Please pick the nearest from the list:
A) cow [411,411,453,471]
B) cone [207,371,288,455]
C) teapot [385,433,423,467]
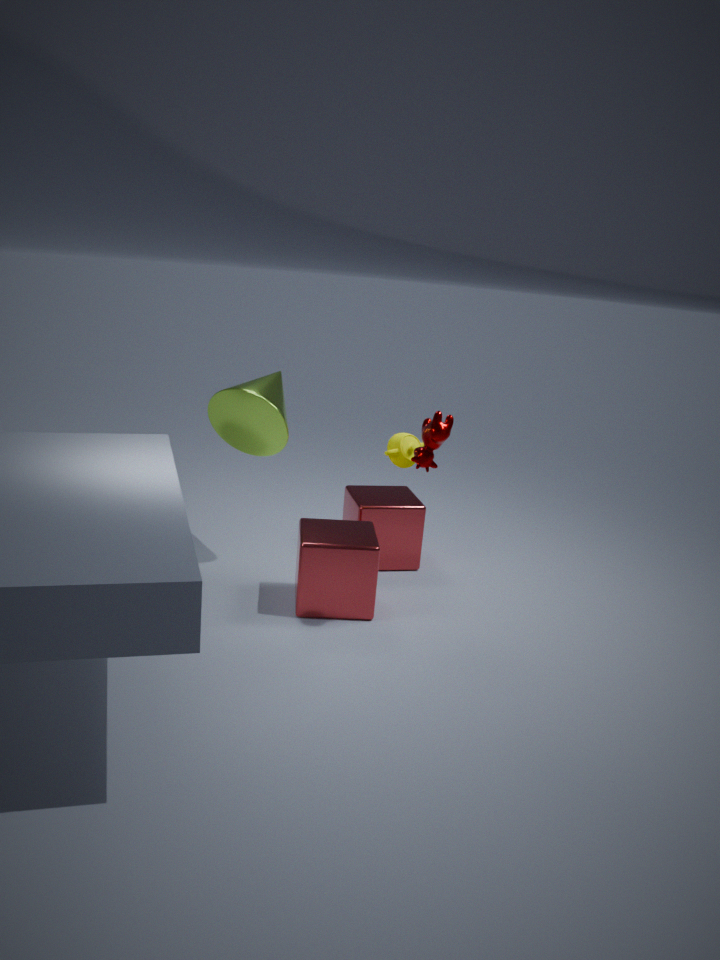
cow [411,411,453,471]
